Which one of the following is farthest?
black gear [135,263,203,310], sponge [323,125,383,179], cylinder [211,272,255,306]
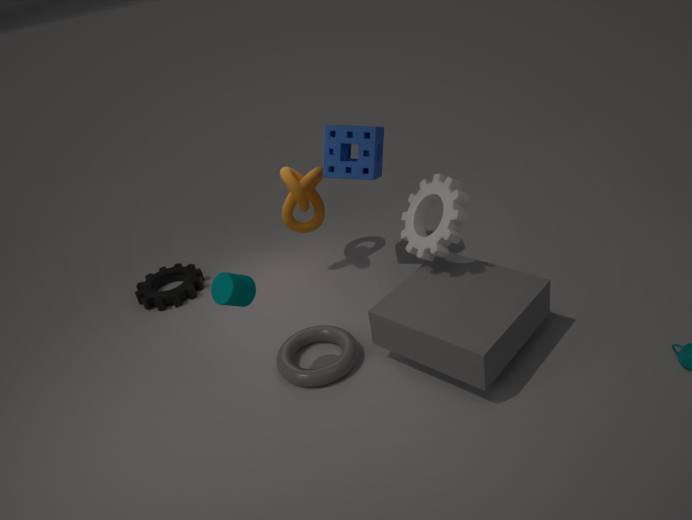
black gear [135,263,203,310]
